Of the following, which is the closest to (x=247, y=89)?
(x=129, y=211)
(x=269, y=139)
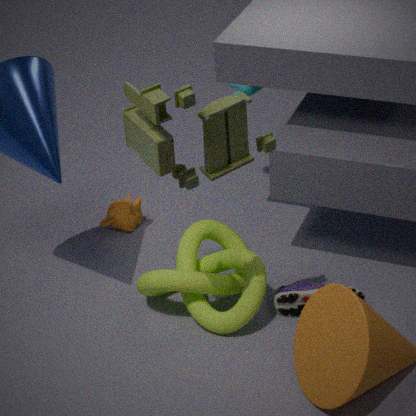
(x=129, y=211)
